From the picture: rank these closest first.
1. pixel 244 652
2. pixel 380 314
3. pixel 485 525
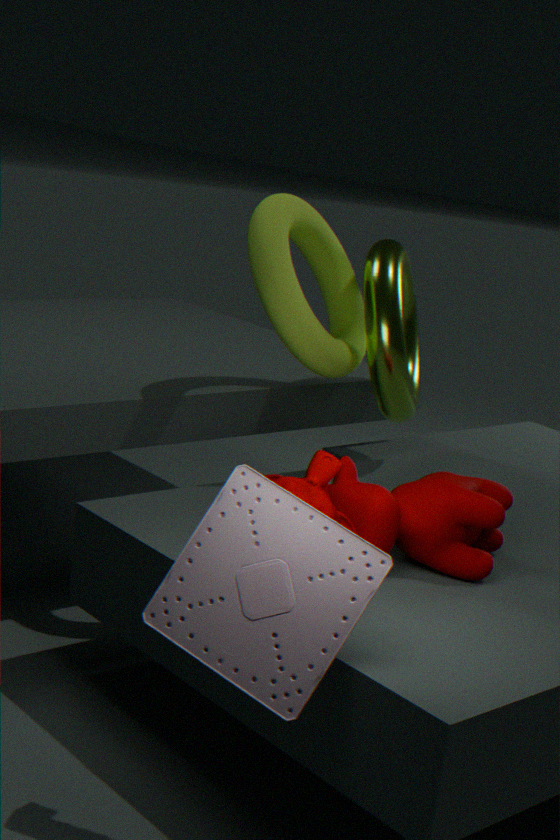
pixel 244 652 < pixel 485 525 < pixel 380 314
